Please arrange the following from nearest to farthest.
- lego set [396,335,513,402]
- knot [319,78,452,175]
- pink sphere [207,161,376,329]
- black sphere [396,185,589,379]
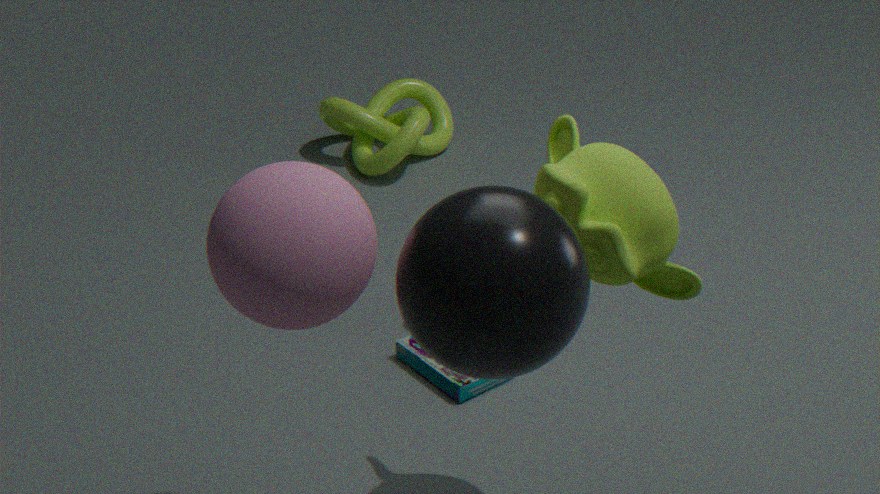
black sphere [396,185,589,379], pink sphere [207,161,376,329], lego set [396,335,513,402], knot [319,78,452,175]
